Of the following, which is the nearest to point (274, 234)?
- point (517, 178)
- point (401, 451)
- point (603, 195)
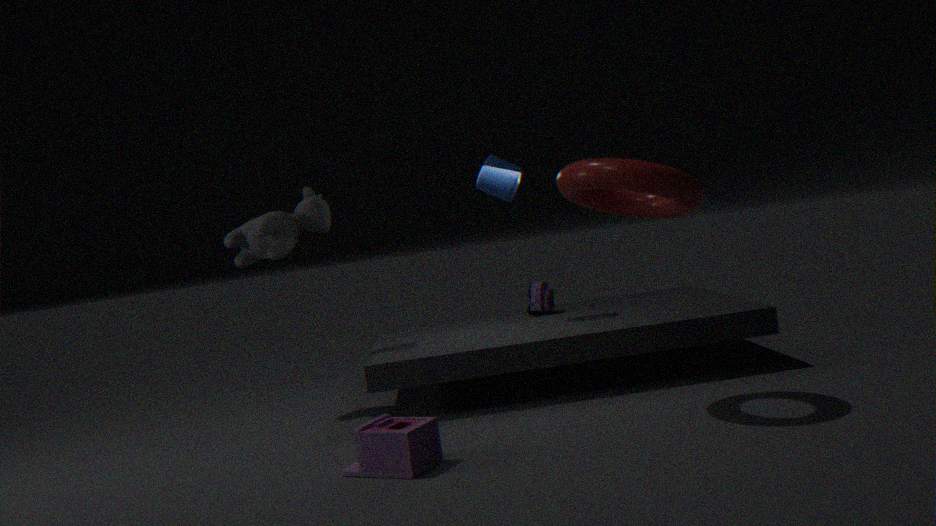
point (517, 178)
